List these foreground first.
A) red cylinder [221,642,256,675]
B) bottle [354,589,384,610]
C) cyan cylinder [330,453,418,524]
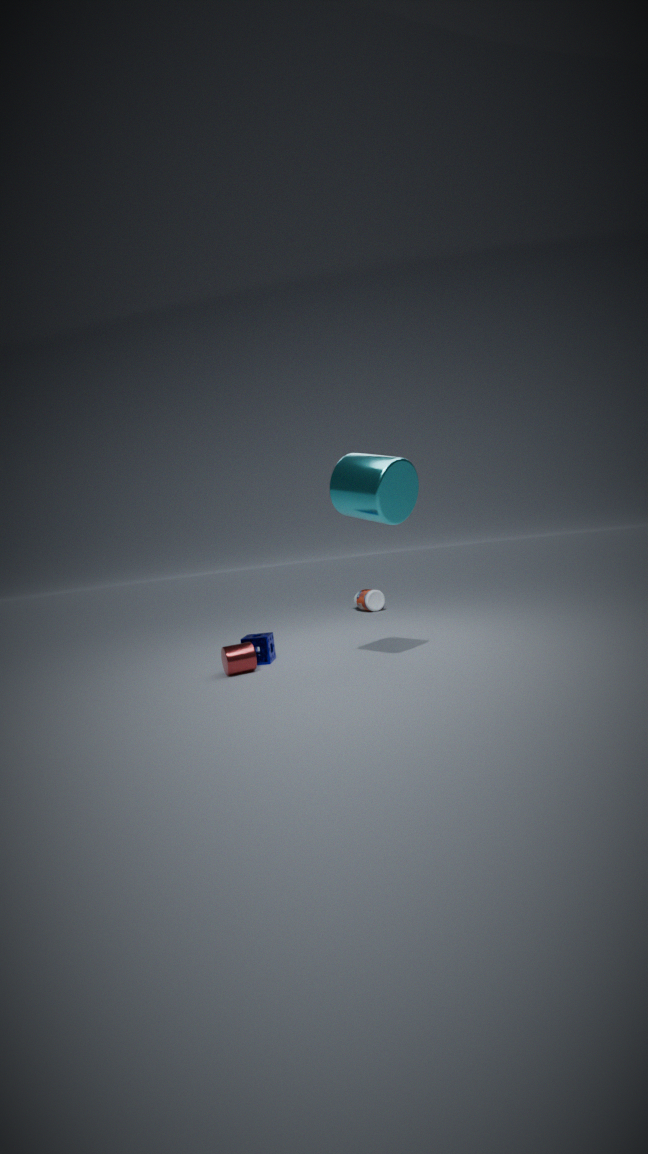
cyan cylinder [330,453,418,524] < red cylinder [221,642,256,675] < bottle [354,589,384,610]
